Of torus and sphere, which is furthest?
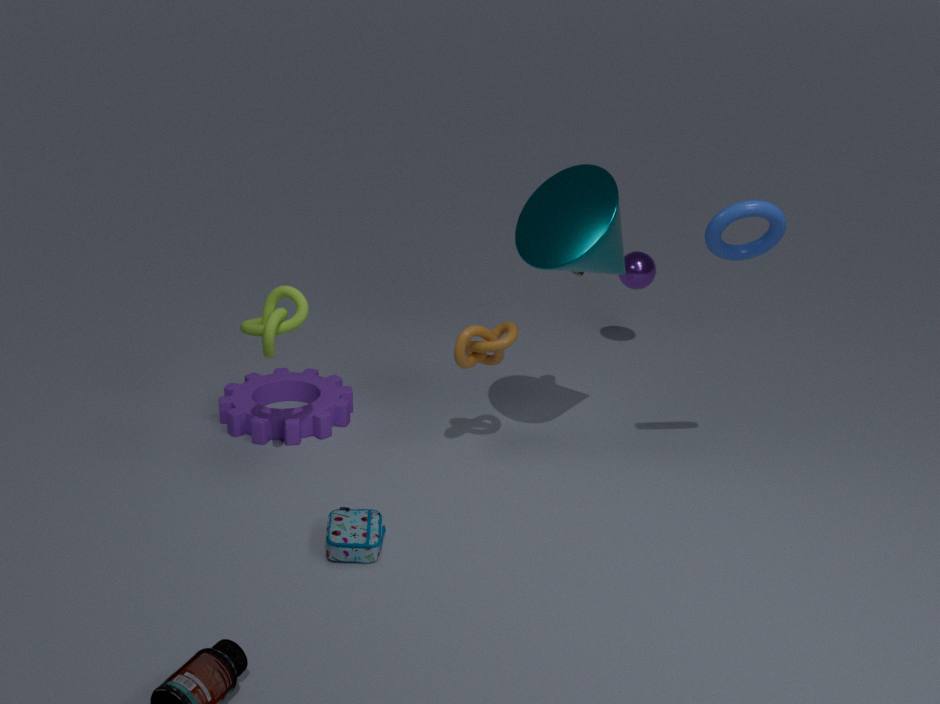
sphere
